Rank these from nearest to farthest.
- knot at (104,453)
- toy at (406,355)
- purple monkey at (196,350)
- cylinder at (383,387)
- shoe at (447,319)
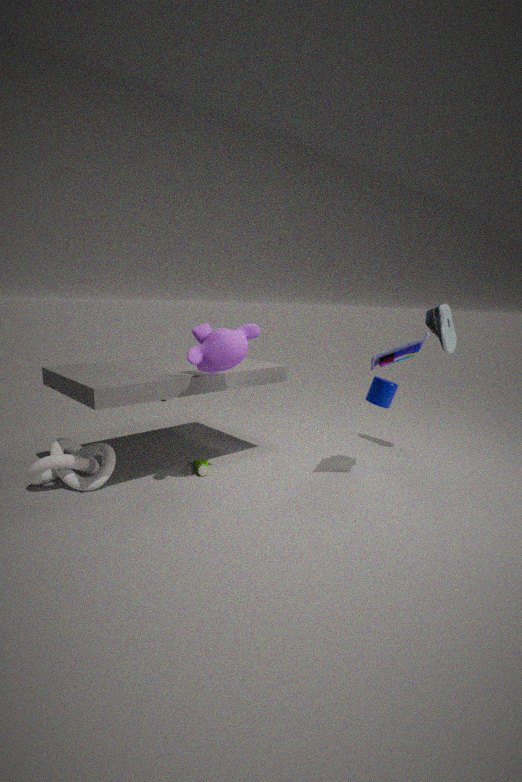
purple monkey at (196,350) → toy at (406,355) → knot at (104,453) → cylinder at (383,387) → shoe at (447,319)
